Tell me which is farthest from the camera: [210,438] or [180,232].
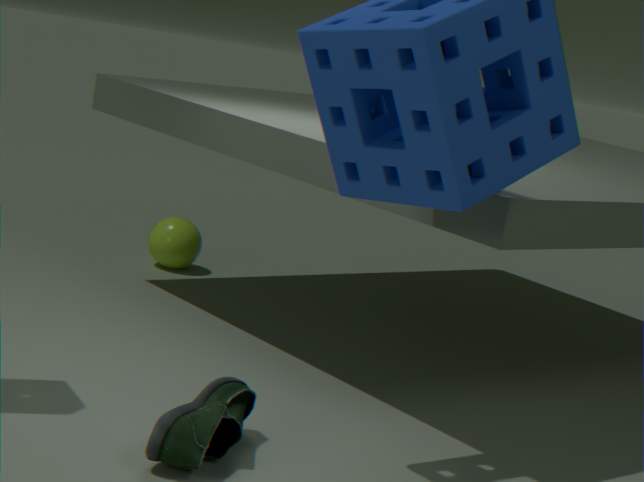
[180,232]
